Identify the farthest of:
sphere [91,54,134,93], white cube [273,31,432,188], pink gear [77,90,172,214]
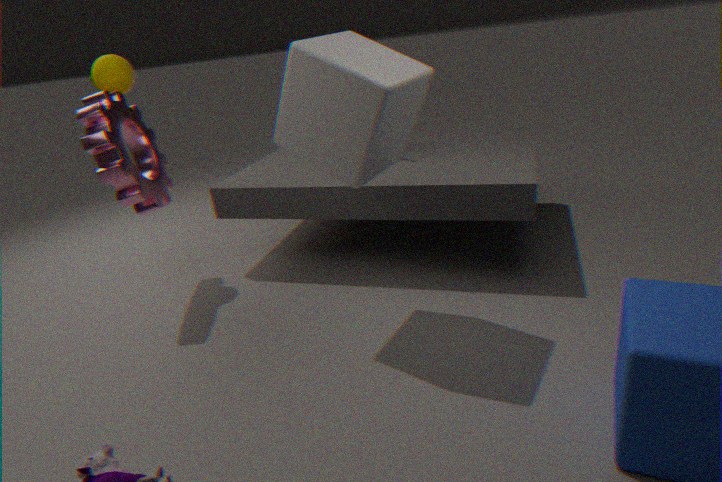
sphere [91,54,134,93]
